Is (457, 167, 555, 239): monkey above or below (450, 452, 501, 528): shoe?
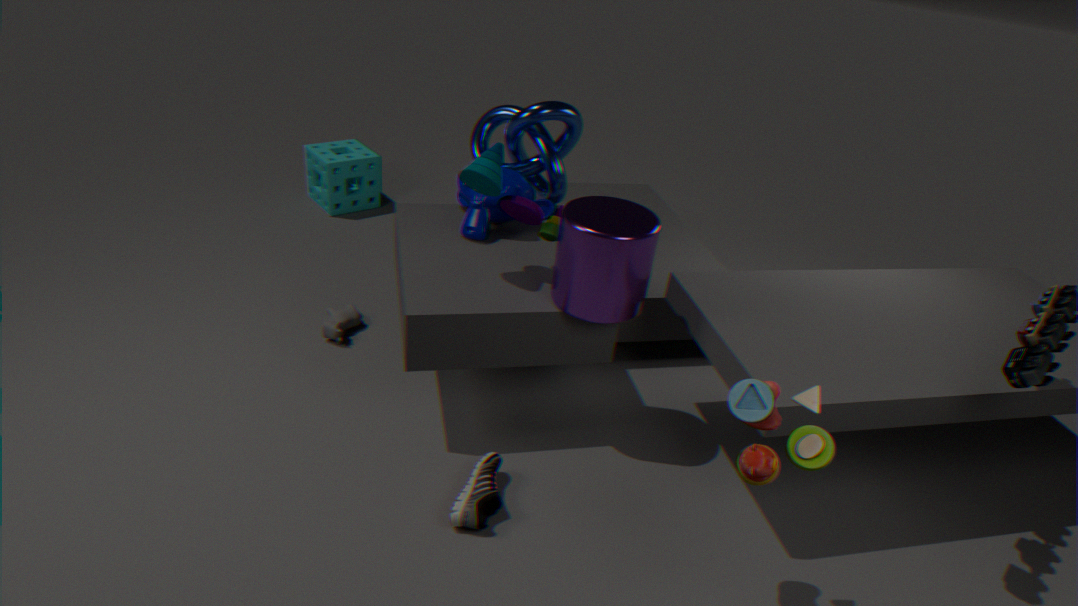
above
